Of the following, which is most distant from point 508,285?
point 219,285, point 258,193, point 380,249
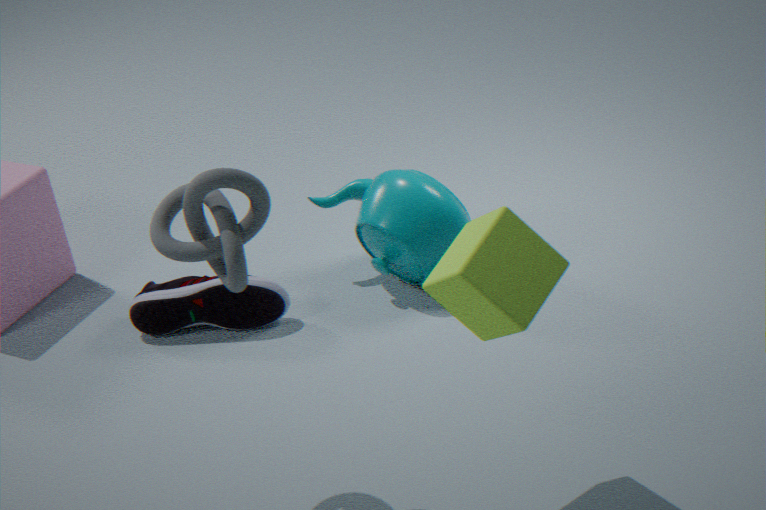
point 219,285
